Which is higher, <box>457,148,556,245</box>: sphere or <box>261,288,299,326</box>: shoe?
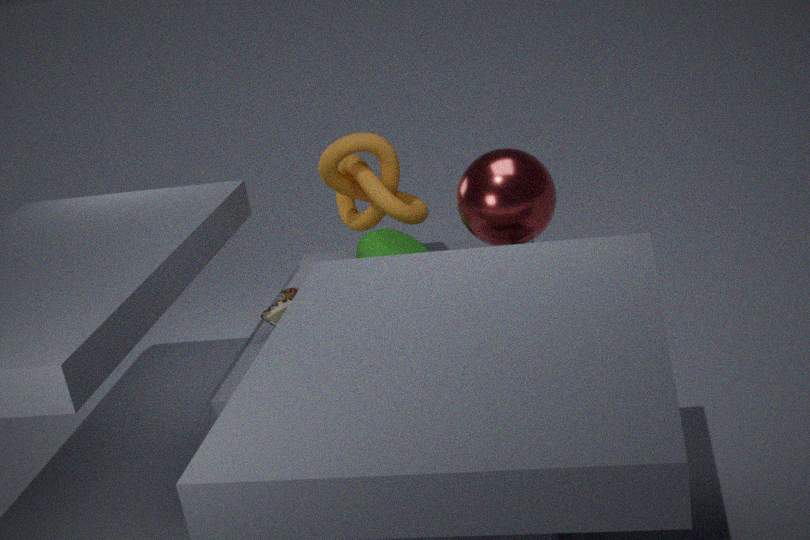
<box>457,148,556,245</box>: sphere
